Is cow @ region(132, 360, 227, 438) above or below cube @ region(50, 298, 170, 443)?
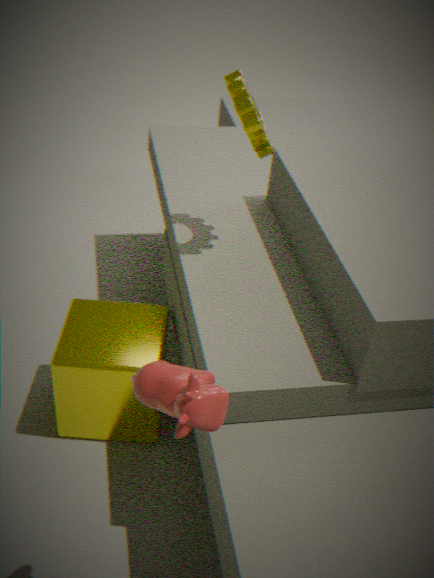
above
